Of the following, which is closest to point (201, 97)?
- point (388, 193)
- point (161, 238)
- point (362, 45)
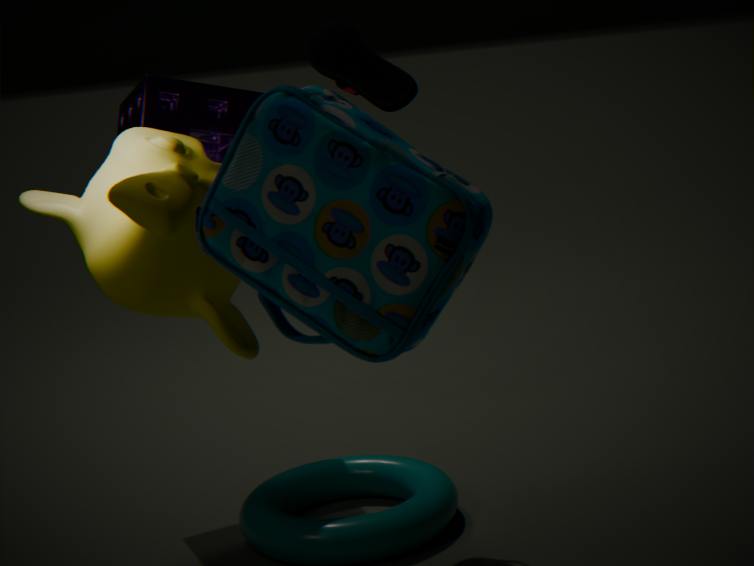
point (362, 45)
